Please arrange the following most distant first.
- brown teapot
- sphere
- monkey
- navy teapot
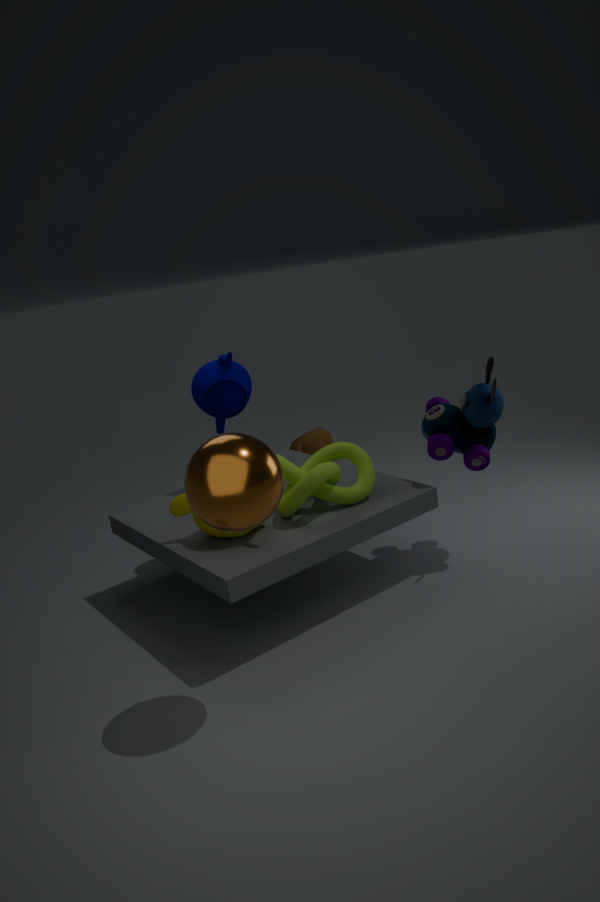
brown teapot
navy teapot
monkey
sphere
